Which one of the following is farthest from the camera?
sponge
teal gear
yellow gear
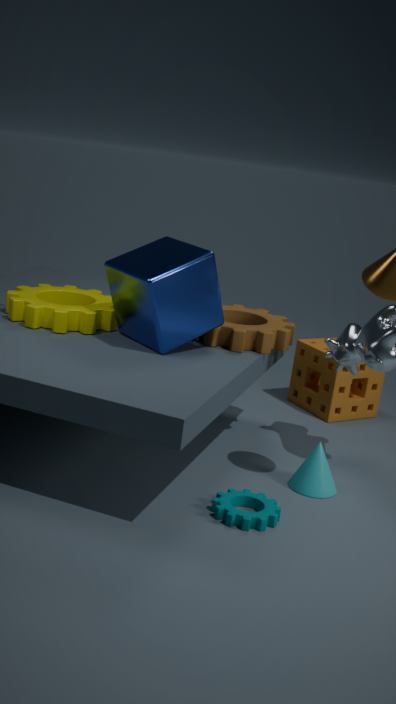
sponge
